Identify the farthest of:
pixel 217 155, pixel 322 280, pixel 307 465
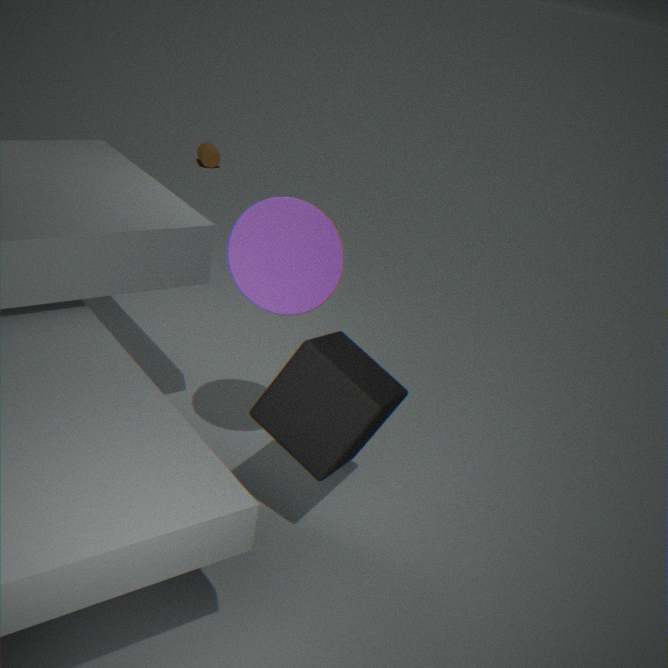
pixel 217 155
